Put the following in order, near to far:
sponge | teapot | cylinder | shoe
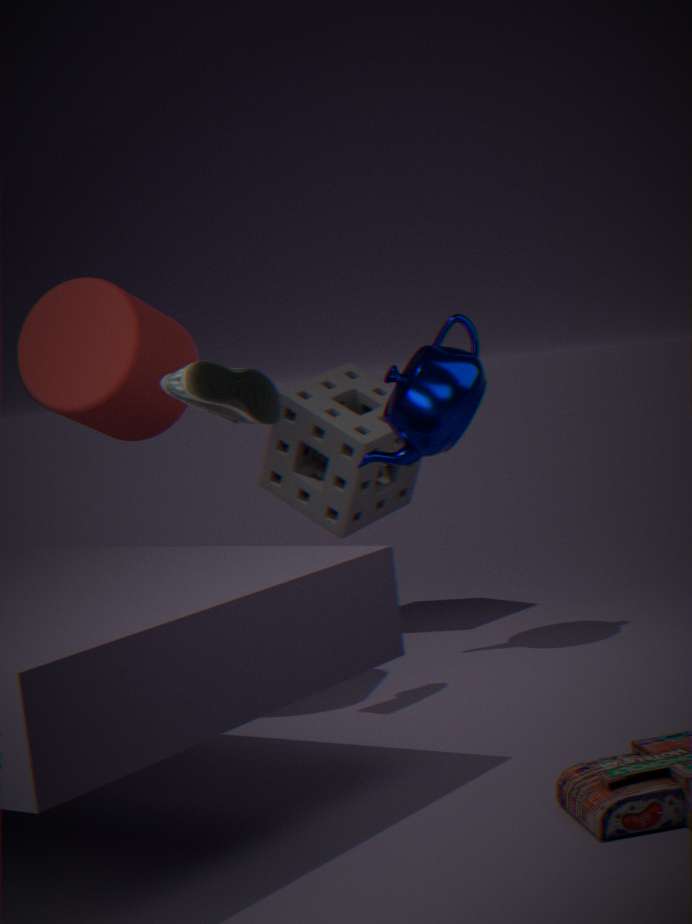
shoe → cylinder → teapot → sponge
